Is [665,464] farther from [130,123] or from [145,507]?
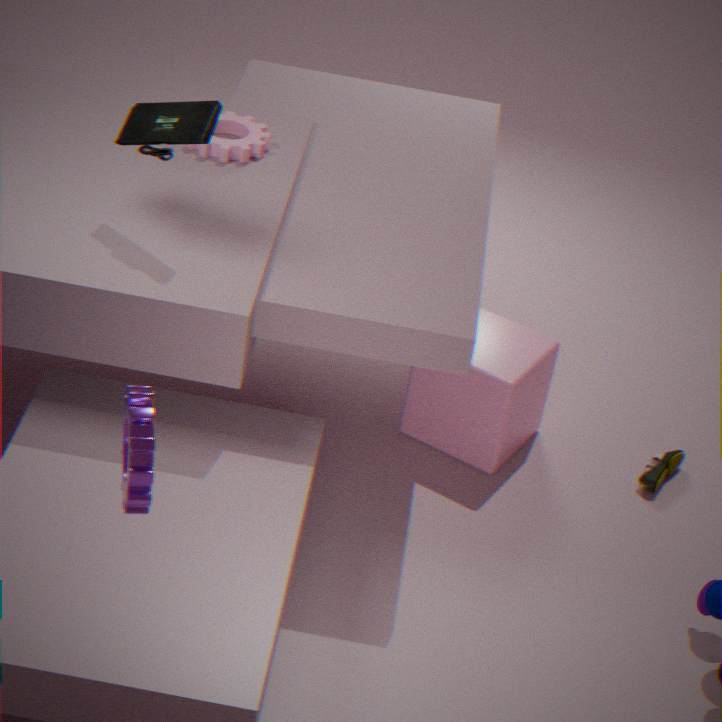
[145,507]
